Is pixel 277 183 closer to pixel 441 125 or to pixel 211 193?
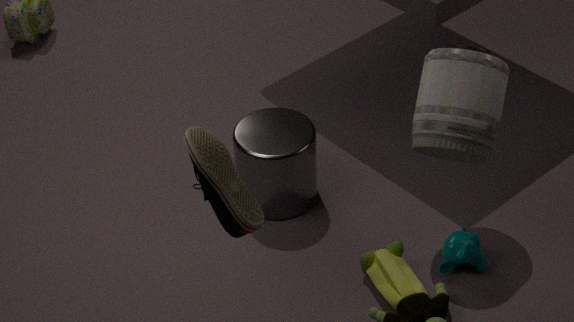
pixel 441 125
